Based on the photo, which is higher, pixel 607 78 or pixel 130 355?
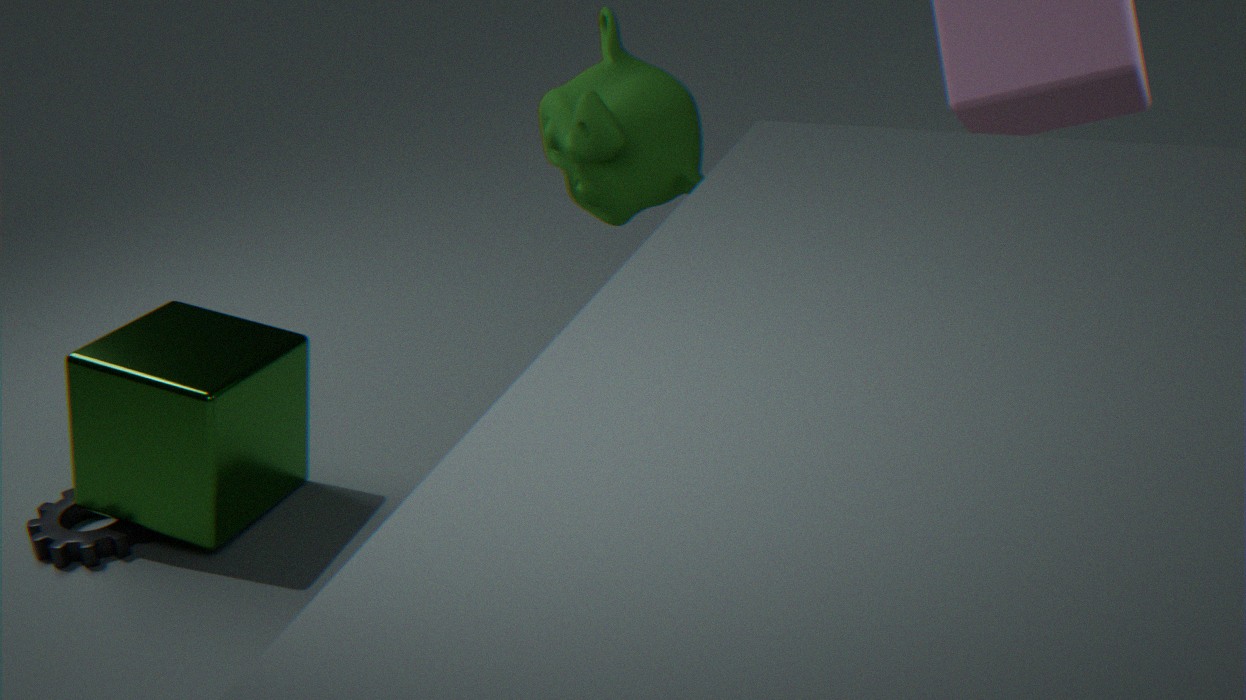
pixel 607 78
